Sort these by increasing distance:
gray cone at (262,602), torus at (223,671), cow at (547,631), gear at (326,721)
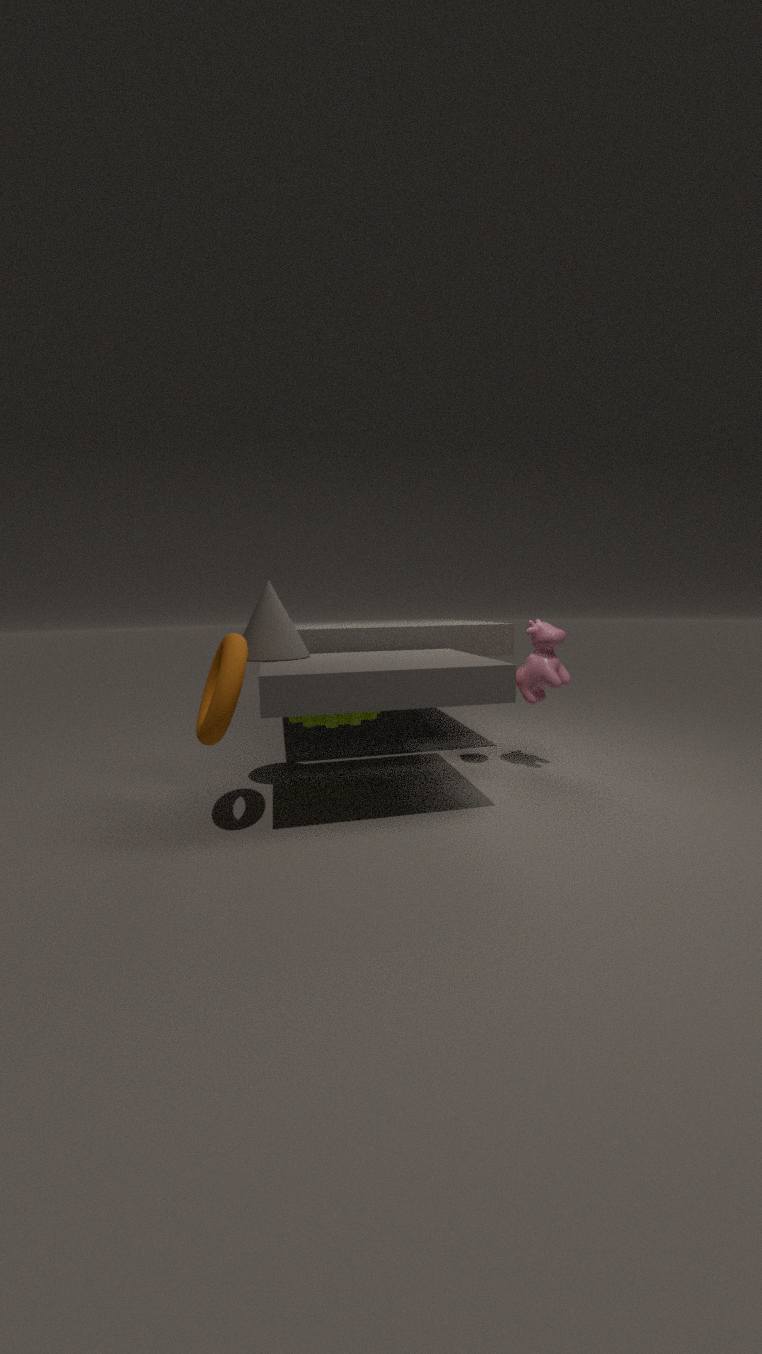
torus at (223,671), gray cone at (262,602), gear at (326,721), cow at (547,631)
